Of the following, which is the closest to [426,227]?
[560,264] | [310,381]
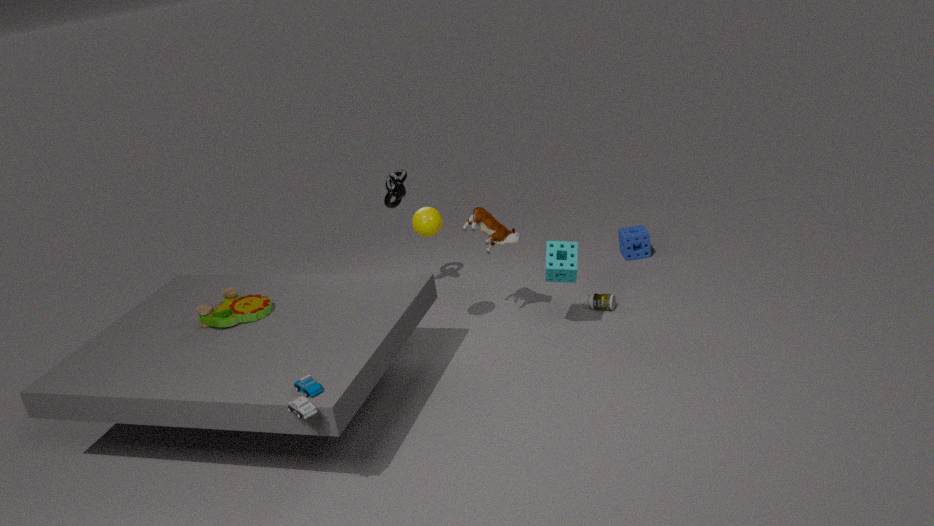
[560,264]
